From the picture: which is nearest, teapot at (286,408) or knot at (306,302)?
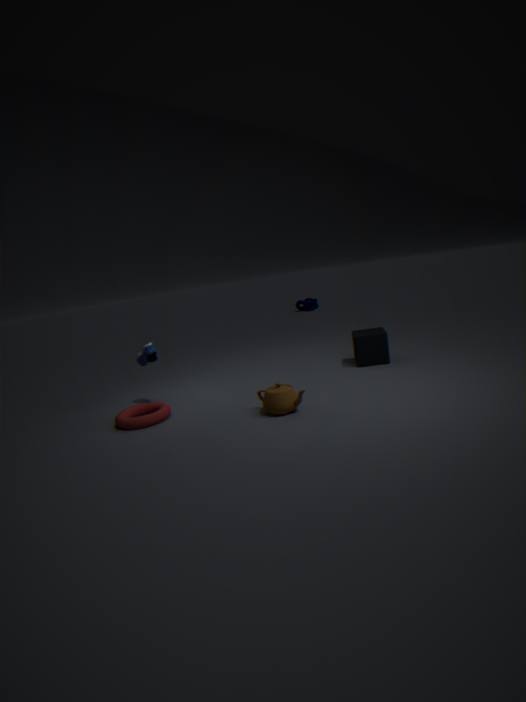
teapot at (286,408)
